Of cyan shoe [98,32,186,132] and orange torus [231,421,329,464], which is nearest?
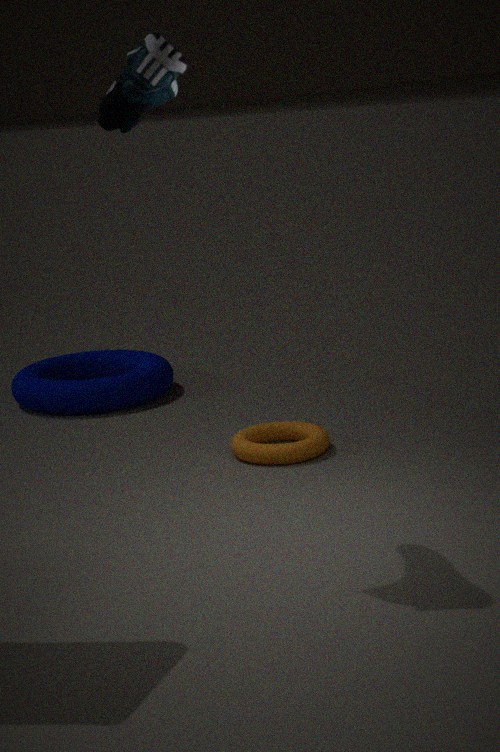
cyan shoe [98,32,186,132]
